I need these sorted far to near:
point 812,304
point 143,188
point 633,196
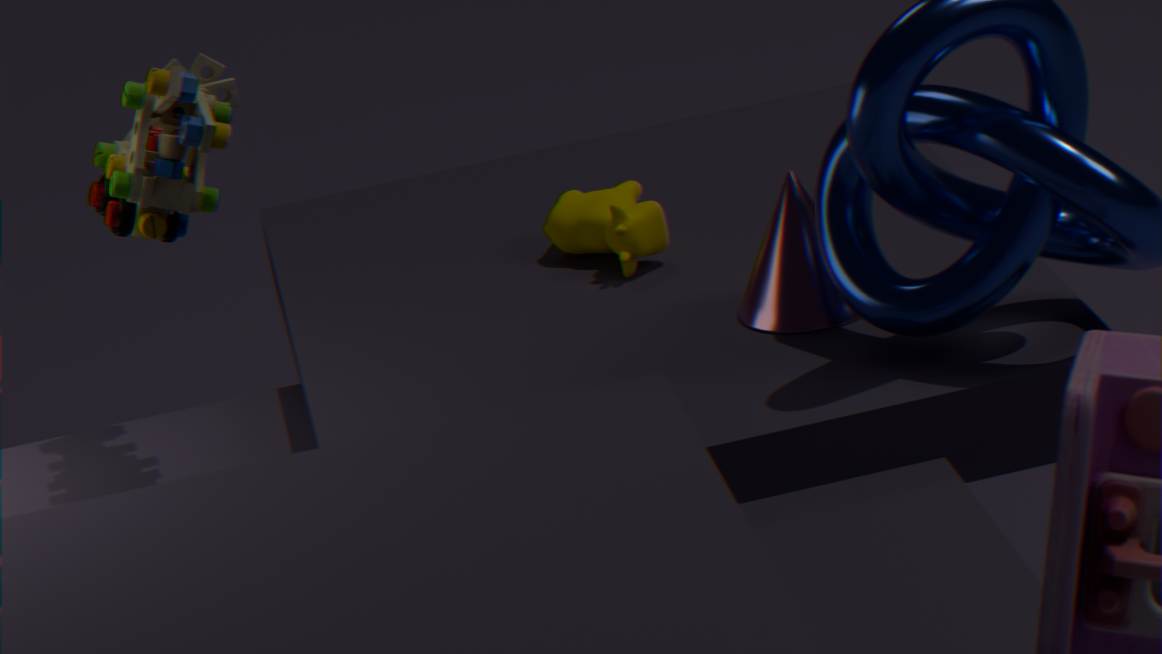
point 633,196, point 812,304, point 143,188
